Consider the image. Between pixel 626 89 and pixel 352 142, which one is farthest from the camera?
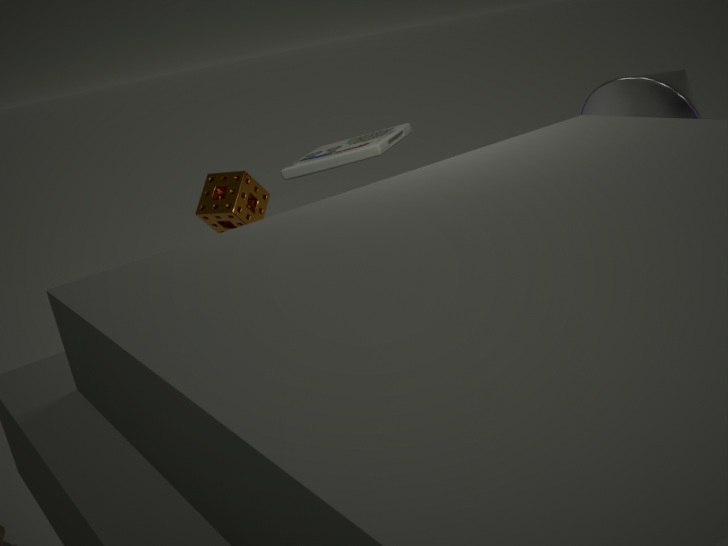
pixel 352 142
